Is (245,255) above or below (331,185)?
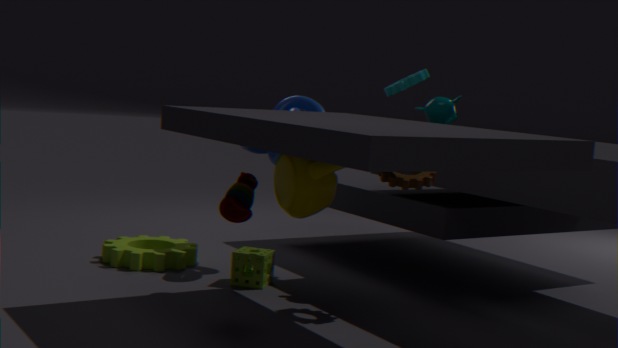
below
